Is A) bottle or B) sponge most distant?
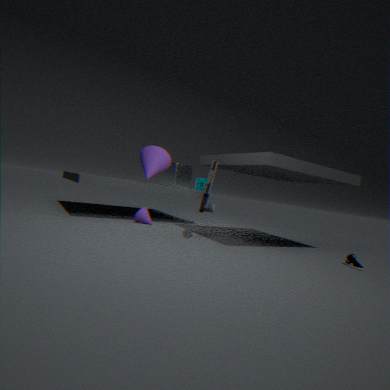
A. bottle
